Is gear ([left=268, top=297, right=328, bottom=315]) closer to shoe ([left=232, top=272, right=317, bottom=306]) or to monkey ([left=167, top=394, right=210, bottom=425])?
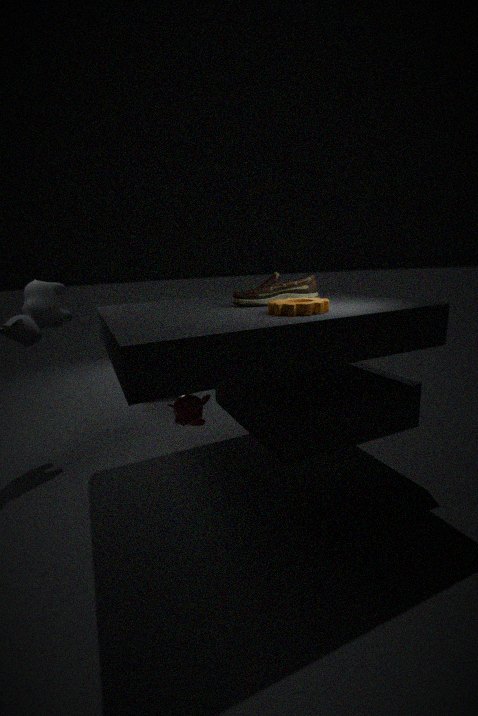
shoe ([left=232, top=272, right=317, bottom=306])
